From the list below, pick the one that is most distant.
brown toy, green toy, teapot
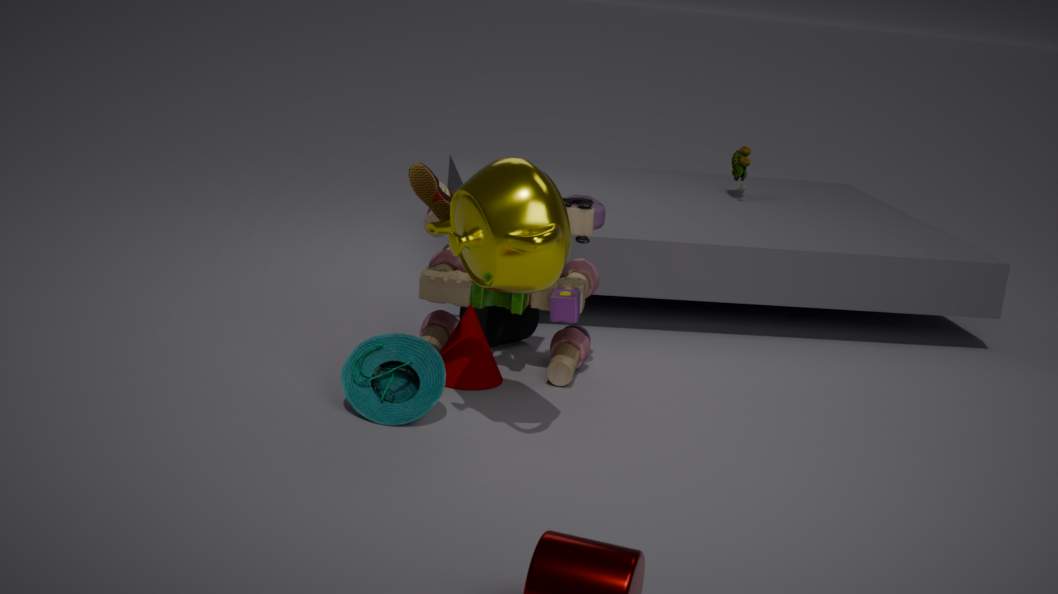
green toy
